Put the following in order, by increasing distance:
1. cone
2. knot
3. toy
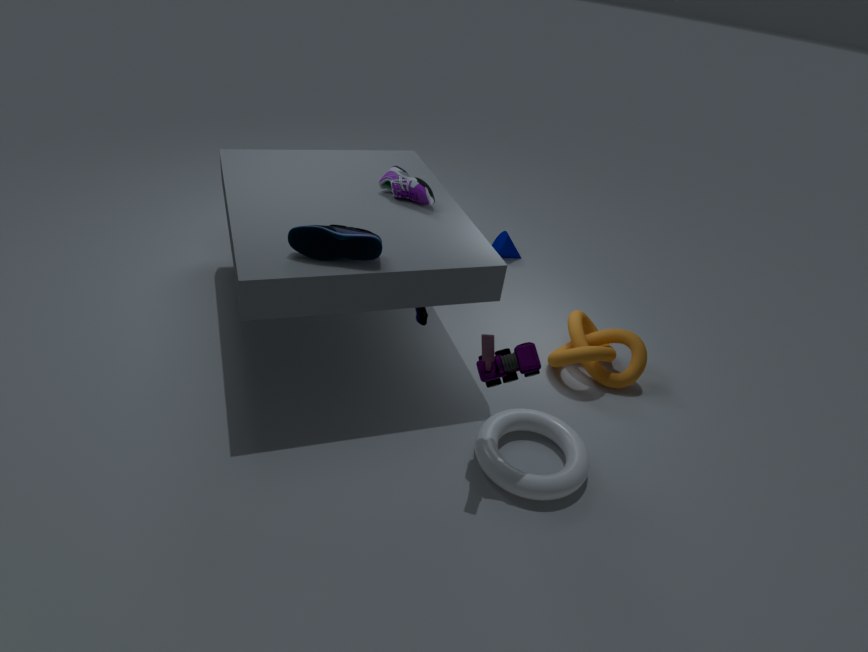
toy → knot → cone
